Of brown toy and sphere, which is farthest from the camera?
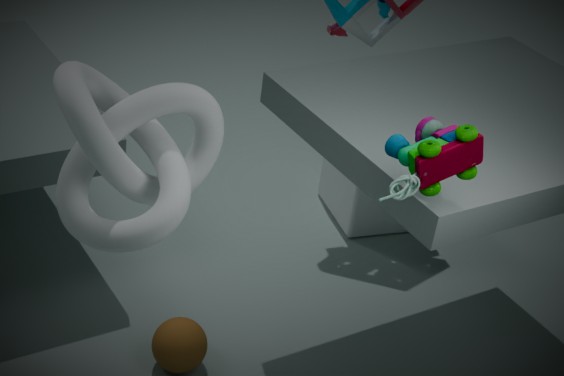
sphere
